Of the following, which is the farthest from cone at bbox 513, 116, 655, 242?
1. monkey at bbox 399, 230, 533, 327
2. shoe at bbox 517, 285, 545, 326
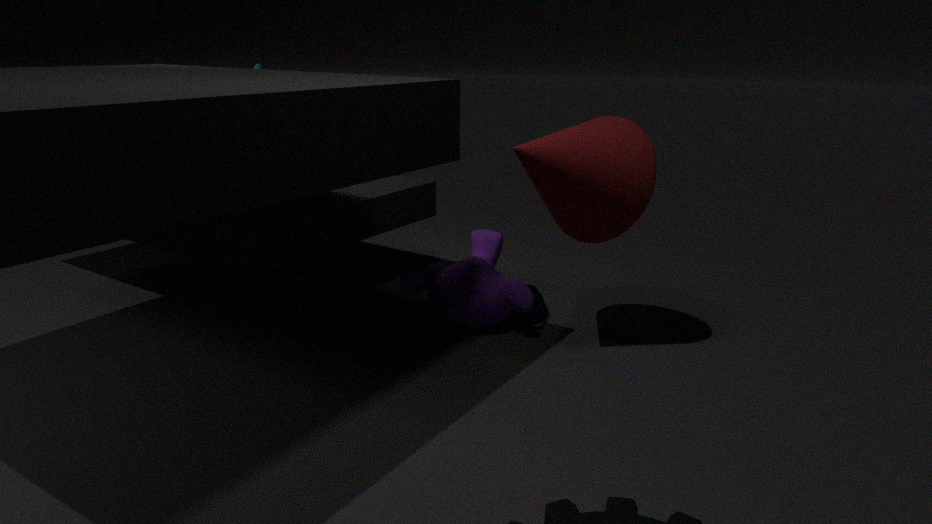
shoe at bbox 517, 285, 545, 326
